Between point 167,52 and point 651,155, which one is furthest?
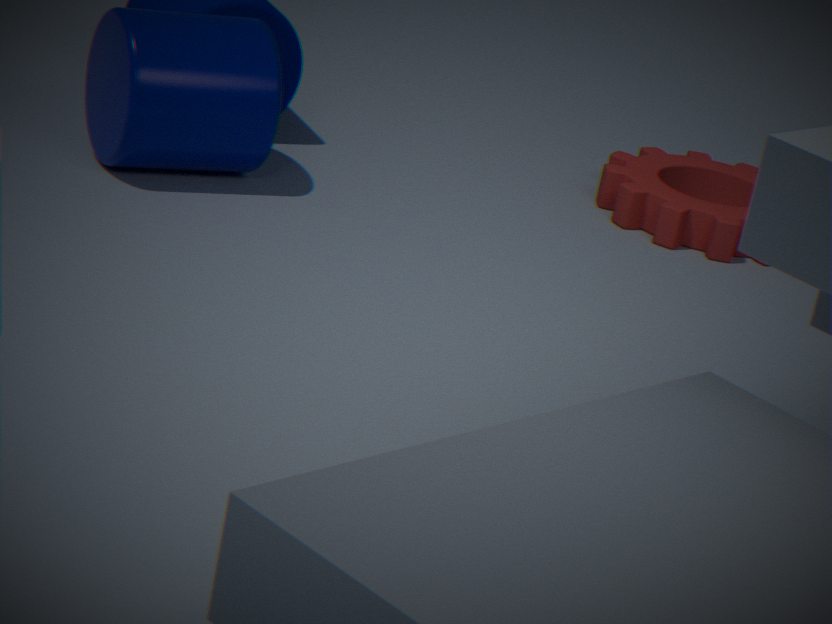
point 651,155
